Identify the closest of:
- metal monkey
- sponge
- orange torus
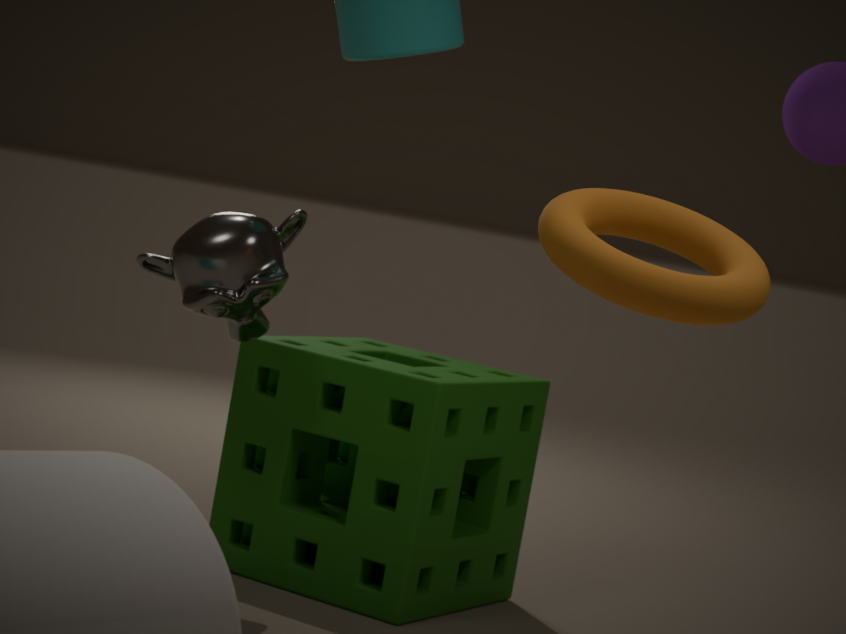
orange torus
